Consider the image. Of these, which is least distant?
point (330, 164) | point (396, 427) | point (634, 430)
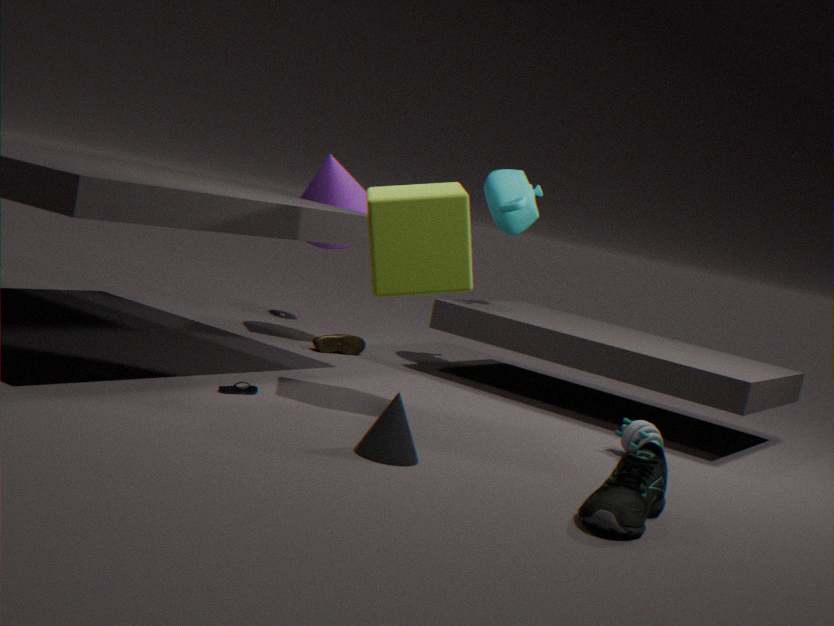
point (396, 427)
